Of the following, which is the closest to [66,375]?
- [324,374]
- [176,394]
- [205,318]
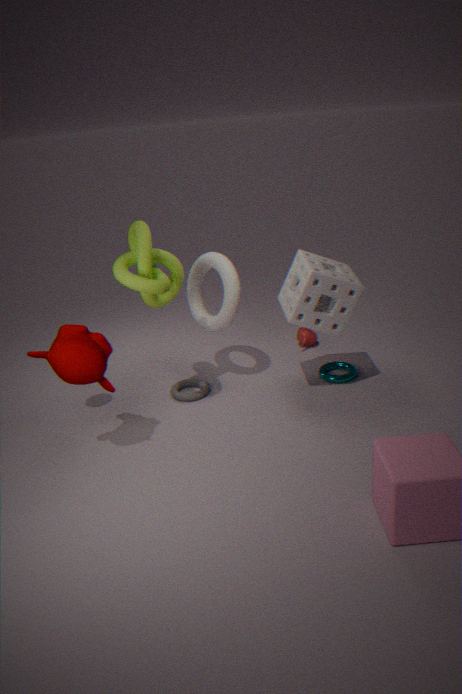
[176,394]
